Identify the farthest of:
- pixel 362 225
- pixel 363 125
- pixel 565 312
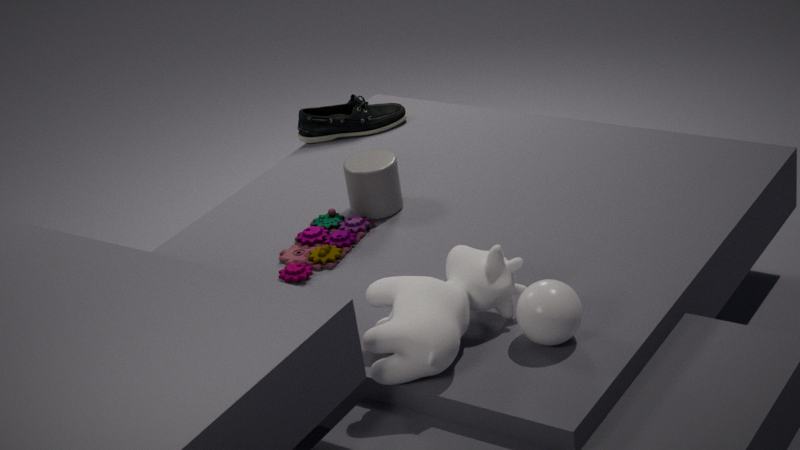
pixel 363 125
